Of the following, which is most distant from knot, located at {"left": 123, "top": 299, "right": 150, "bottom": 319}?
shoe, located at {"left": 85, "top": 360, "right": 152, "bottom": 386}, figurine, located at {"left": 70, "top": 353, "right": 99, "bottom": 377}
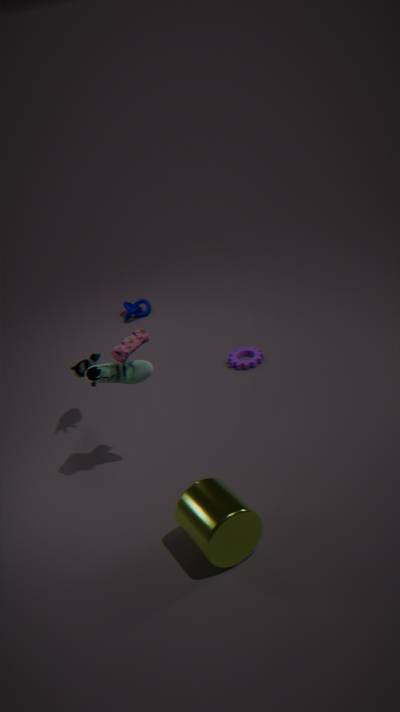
shoe, located at {"left": 85, "top": 360, "right": 152, "bottom": 386}
